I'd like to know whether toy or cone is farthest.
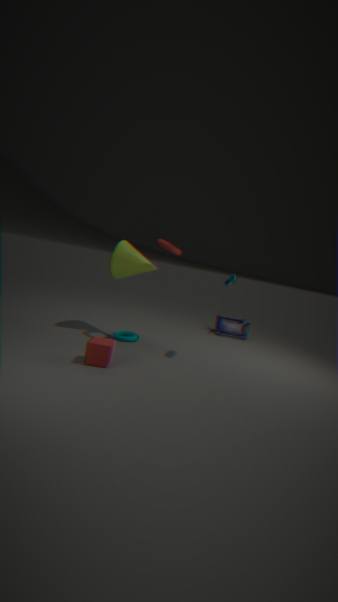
toy
